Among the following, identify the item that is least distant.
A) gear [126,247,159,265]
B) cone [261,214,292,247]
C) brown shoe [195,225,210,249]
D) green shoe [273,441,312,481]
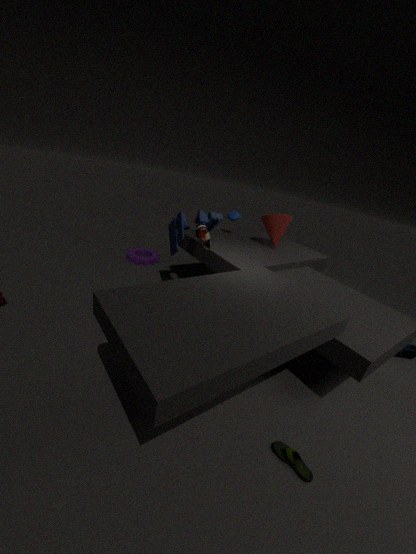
green shoe [273,441,312,481]
